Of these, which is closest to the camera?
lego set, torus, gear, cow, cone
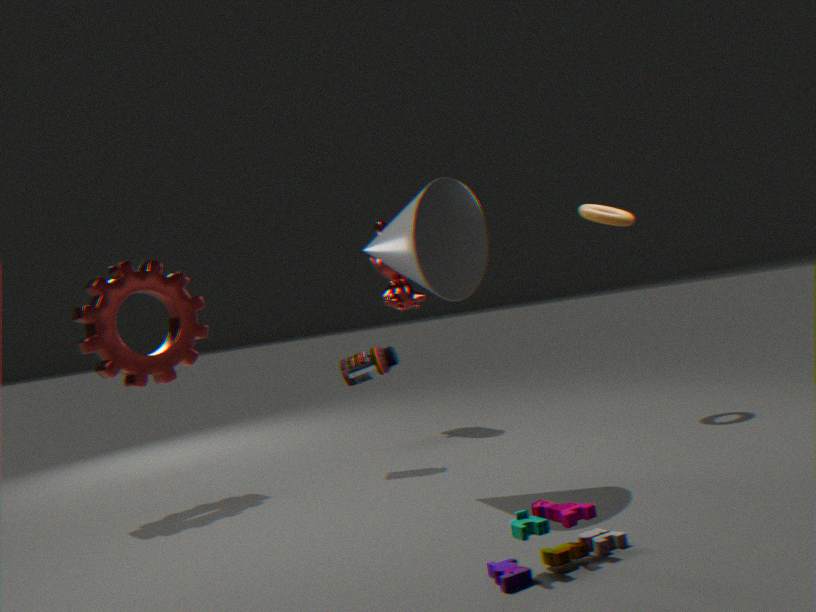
lego set
